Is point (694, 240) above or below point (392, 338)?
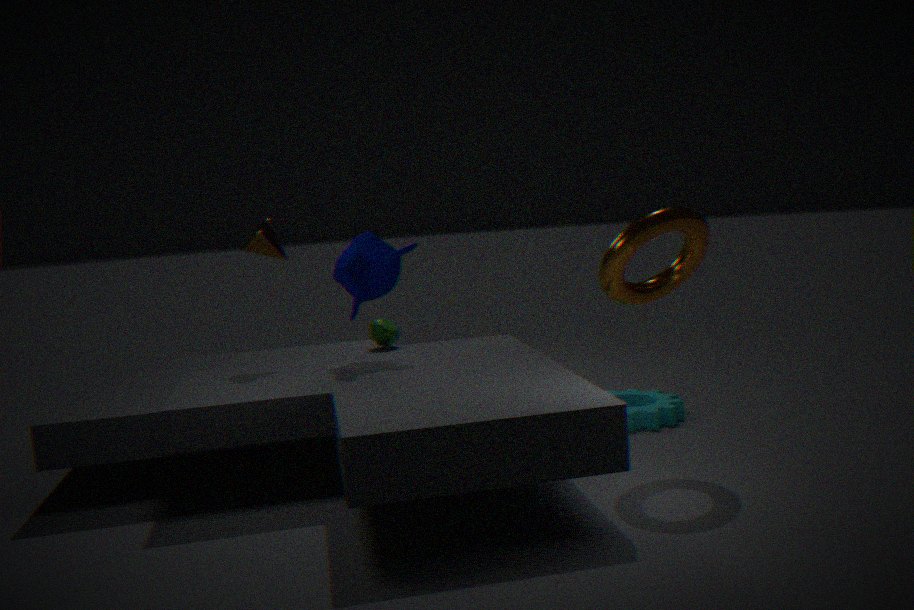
above
